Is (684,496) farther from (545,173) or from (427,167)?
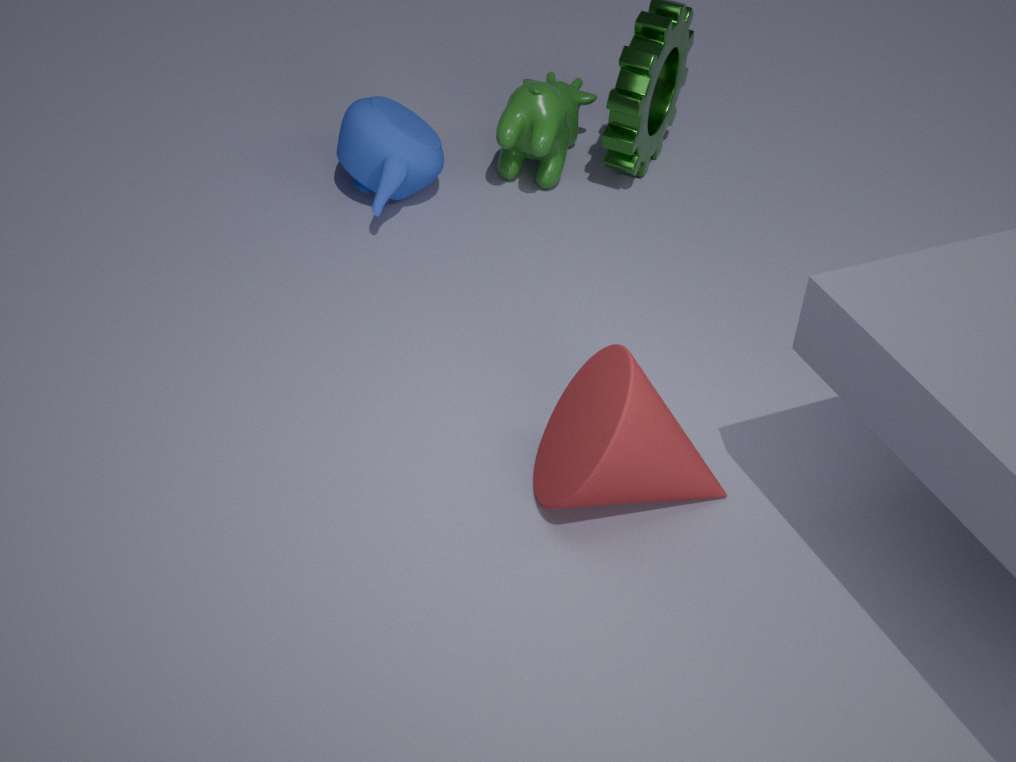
(545,173)
